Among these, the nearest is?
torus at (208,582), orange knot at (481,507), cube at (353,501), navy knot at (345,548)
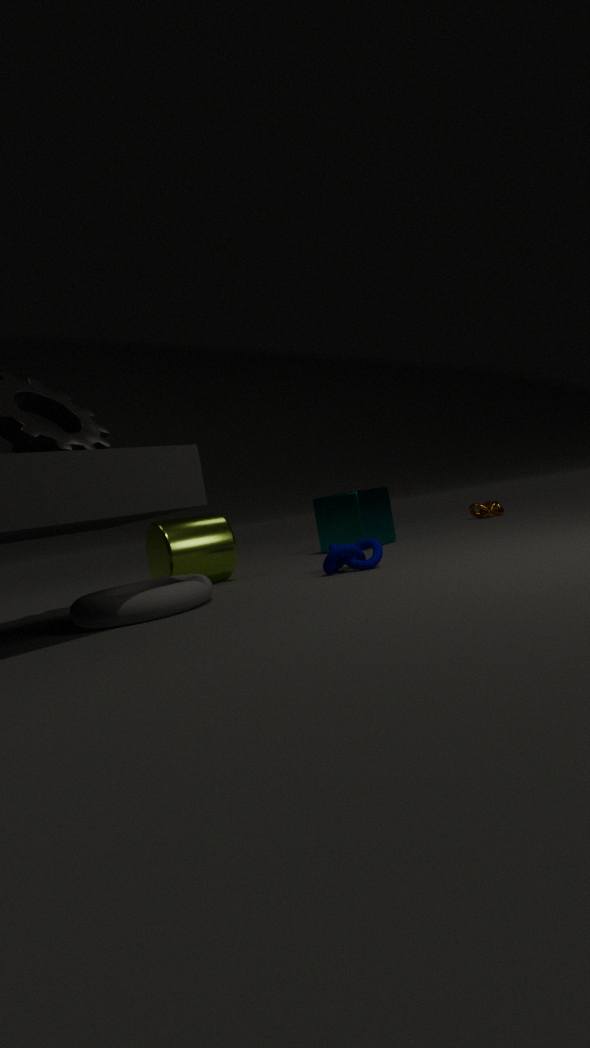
torus at (208,582)
